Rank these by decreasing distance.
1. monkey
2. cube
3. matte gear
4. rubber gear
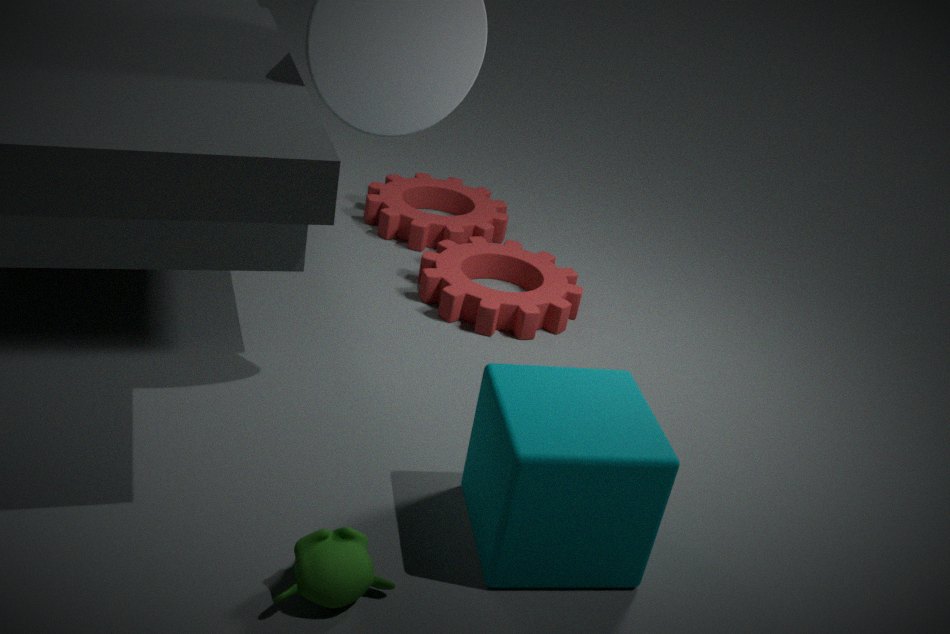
1. rubber gear
2. matte gear
3. cube
4. monkey
